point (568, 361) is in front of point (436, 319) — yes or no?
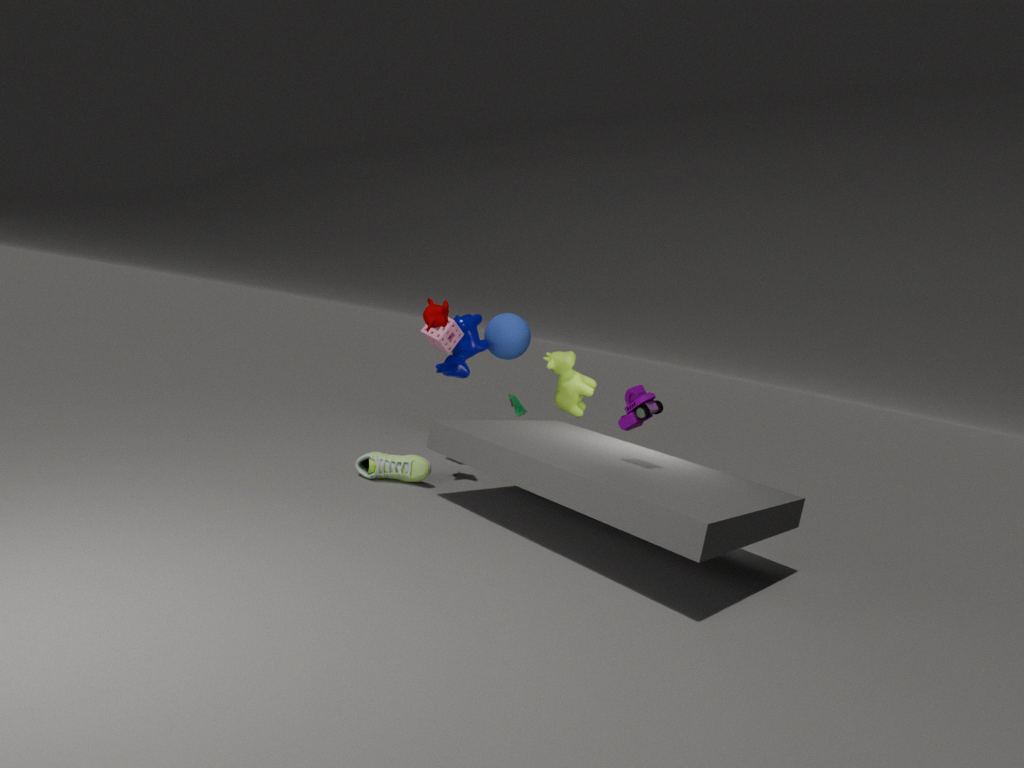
No
